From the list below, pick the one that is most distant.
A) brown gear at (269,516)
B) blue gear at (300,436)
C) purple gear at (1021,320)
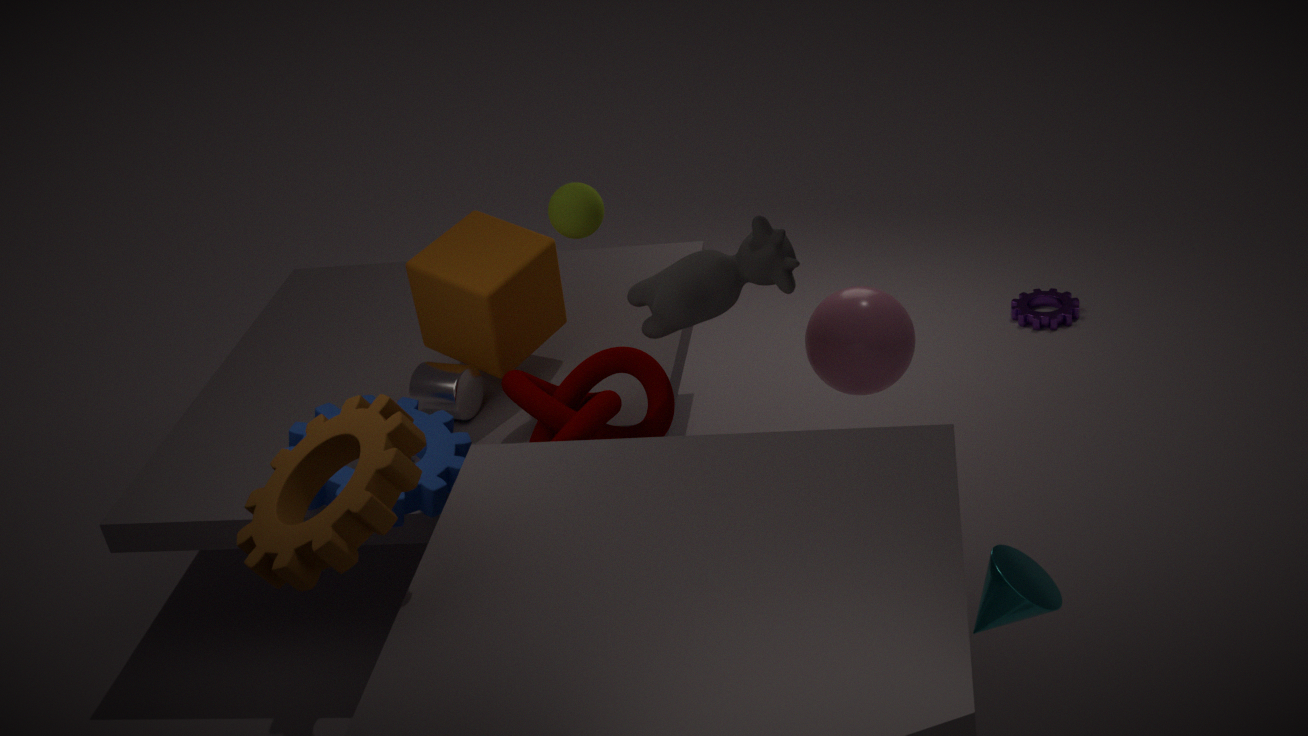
purple gear at (1021,320)
